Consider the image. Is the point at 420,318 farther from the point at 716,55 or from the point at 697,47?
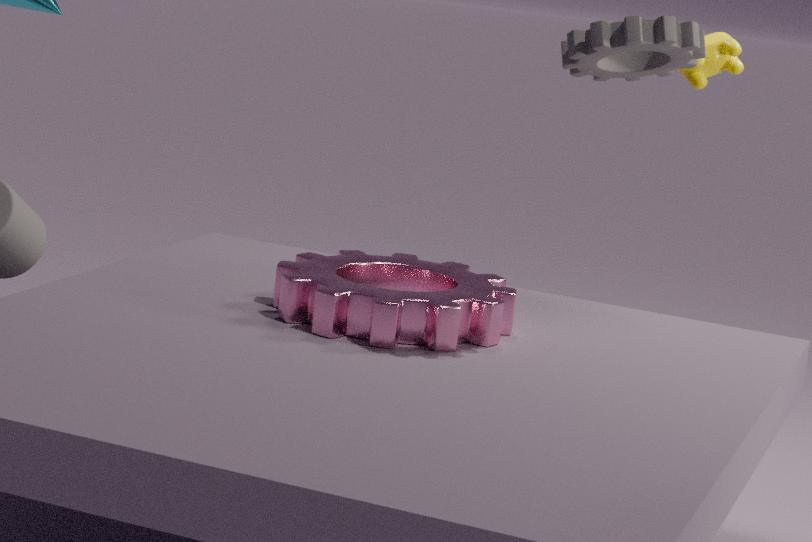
the point at 716,55
